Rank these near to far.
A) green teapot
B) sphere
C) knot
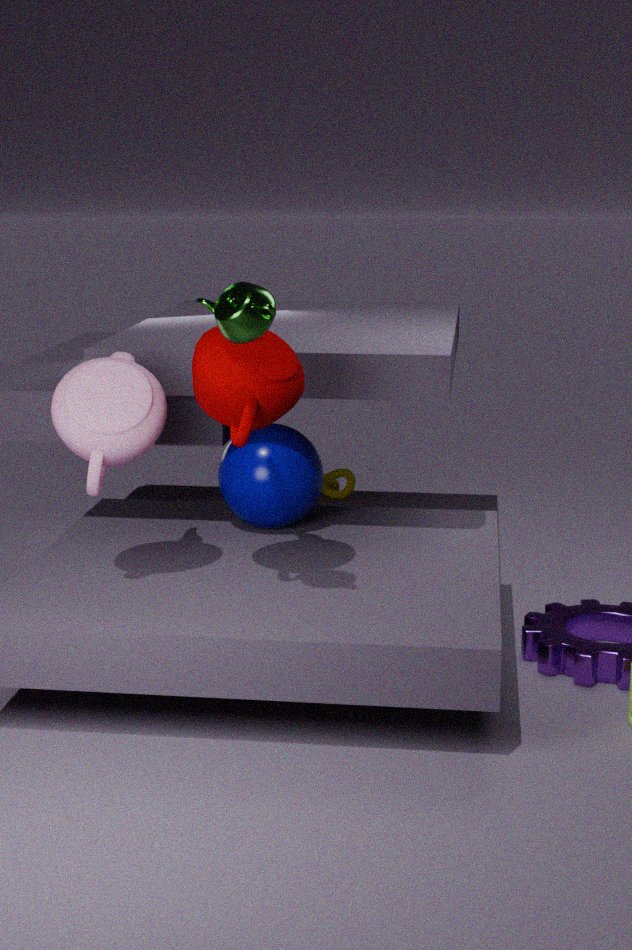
1. green teapot
2. sphere
3. knot
